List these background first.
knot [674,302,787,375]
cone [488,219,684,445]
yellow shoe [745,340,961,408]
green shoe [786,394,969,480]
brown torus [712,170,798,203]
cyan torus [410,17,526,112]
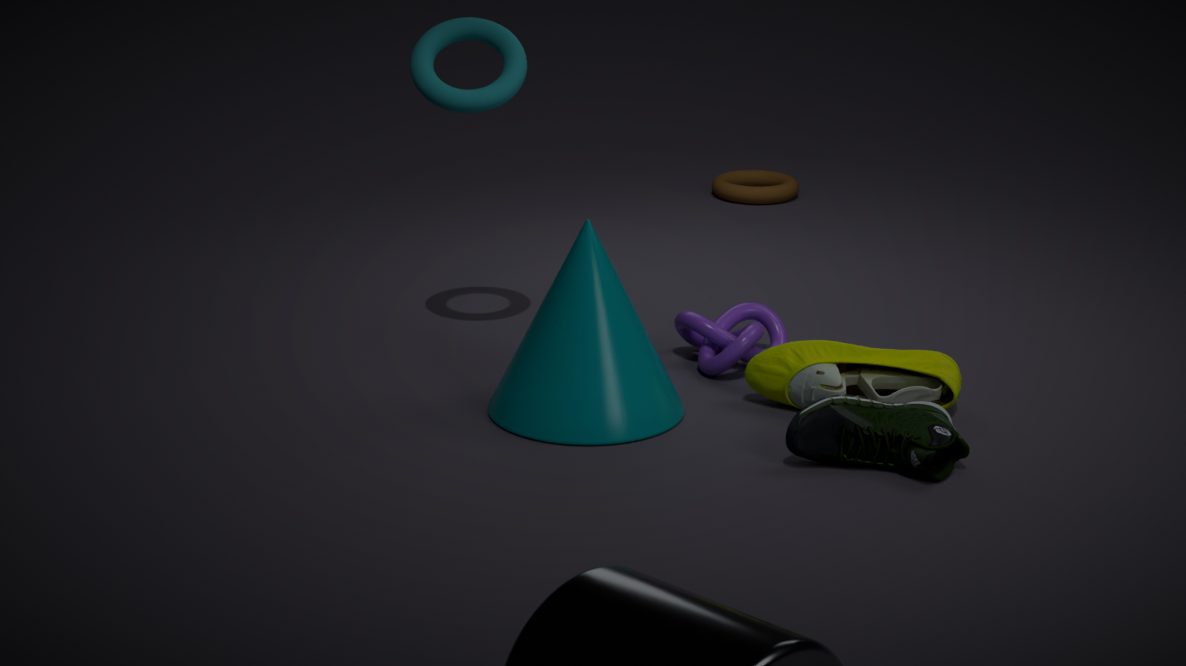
1. brown torus [712,170,798,203]
2. knot [674,302,787,375]
3. cyan torus [410,17,526,112]
4. yellow shoe [745,340,961,408]
5. cone [488,219,684,445]
6. green shoe [786,394,969,480]
